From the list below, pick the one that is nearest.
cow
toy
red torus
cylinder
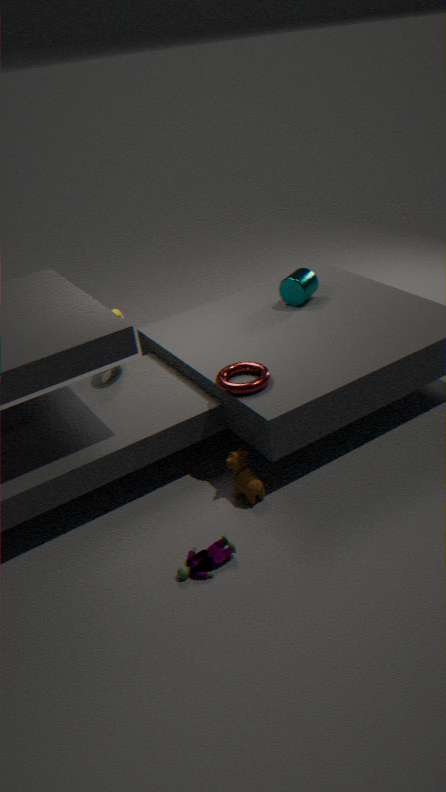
toy
